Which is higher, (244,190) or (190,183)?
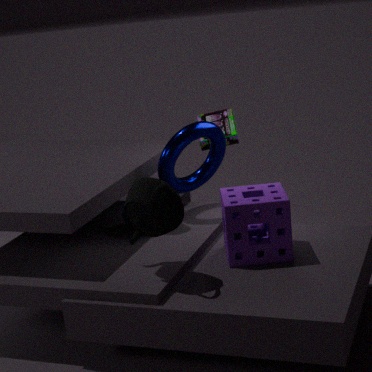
(190,183)
